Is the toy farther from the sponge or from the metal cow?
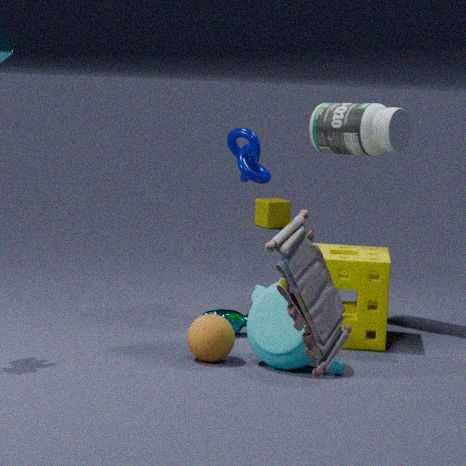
the metal cow
